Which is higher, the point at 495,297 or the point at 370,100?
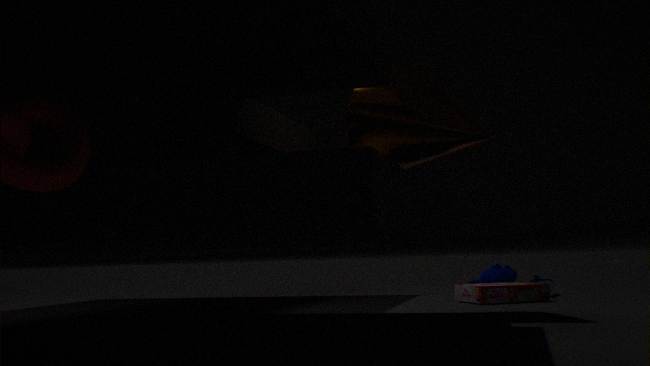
the point at 370,100
